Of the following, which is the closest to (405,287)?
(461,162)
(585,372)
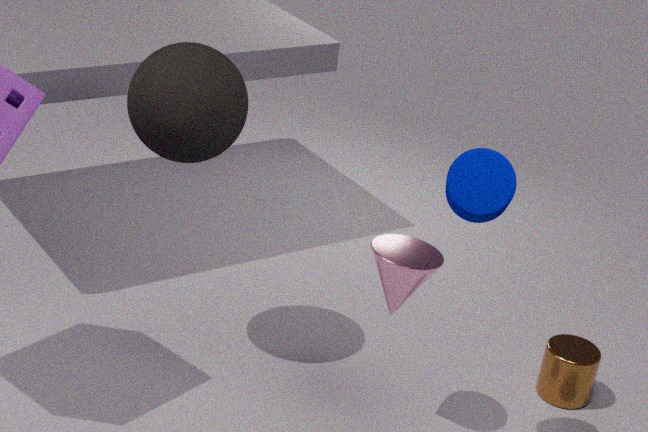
(461,162)
